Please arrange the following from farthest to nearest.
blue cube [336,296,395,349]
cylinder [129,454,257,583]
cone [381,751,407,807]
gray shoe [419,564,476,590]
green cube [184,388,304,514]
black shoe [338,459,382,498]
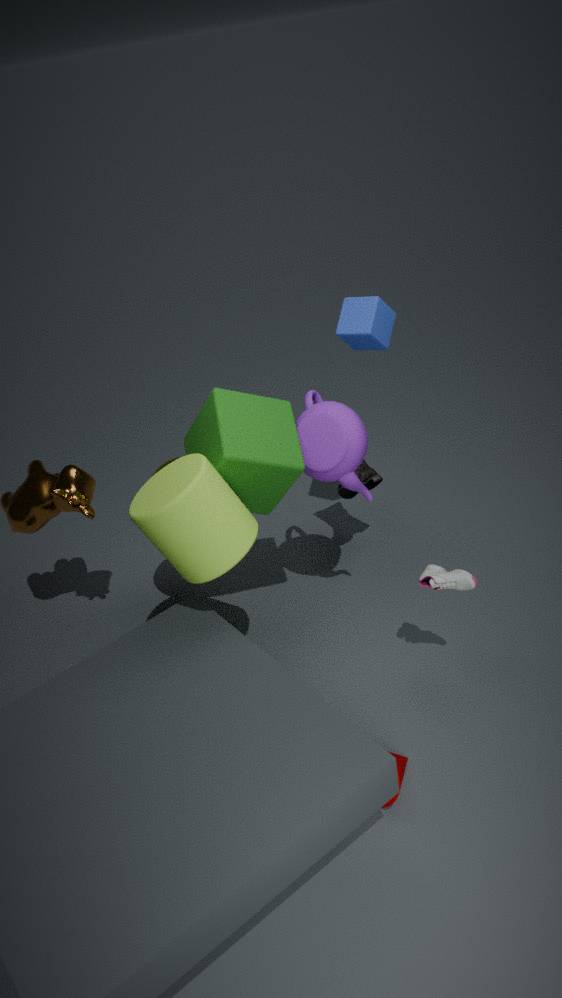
black shoe [338,459,382,498]
blue cube [336,296,395,349]
green cube [184,388,304,514]
gray shoe [419,564,476,590]
cylinder [129,454,257,583]
cone [381,751,407,807]
